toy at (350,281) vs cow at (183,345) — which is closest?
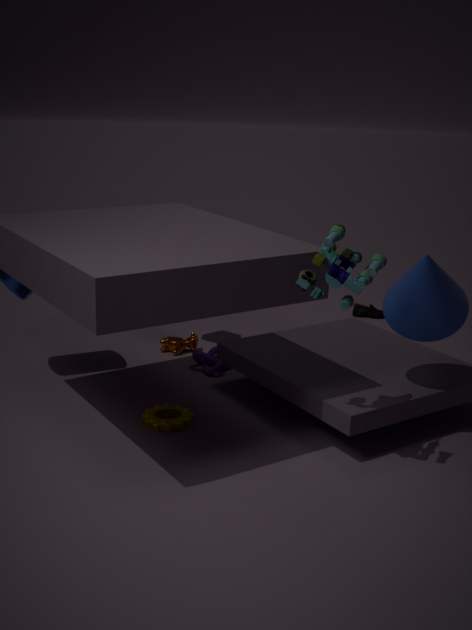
toy at (350,281)
